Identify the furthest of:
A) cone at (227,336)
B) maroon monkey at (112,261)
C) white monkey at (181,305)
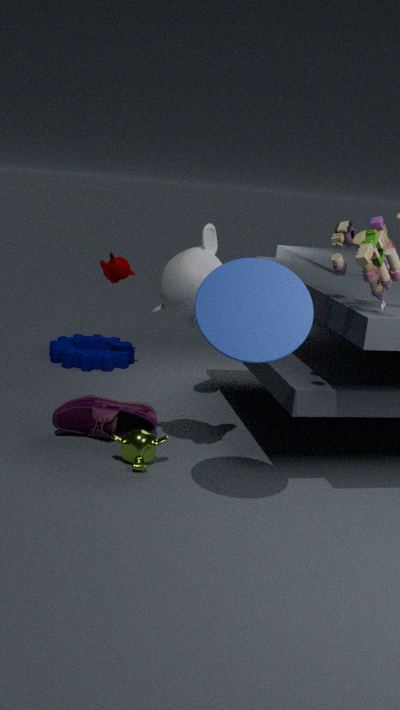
maroon monkey at (112,261)
